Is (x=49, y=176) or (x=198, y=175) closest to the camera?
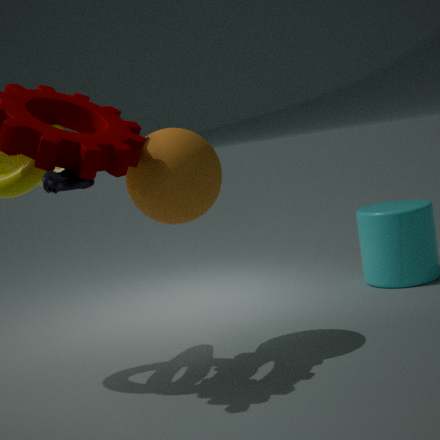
(x=49, y=176)
